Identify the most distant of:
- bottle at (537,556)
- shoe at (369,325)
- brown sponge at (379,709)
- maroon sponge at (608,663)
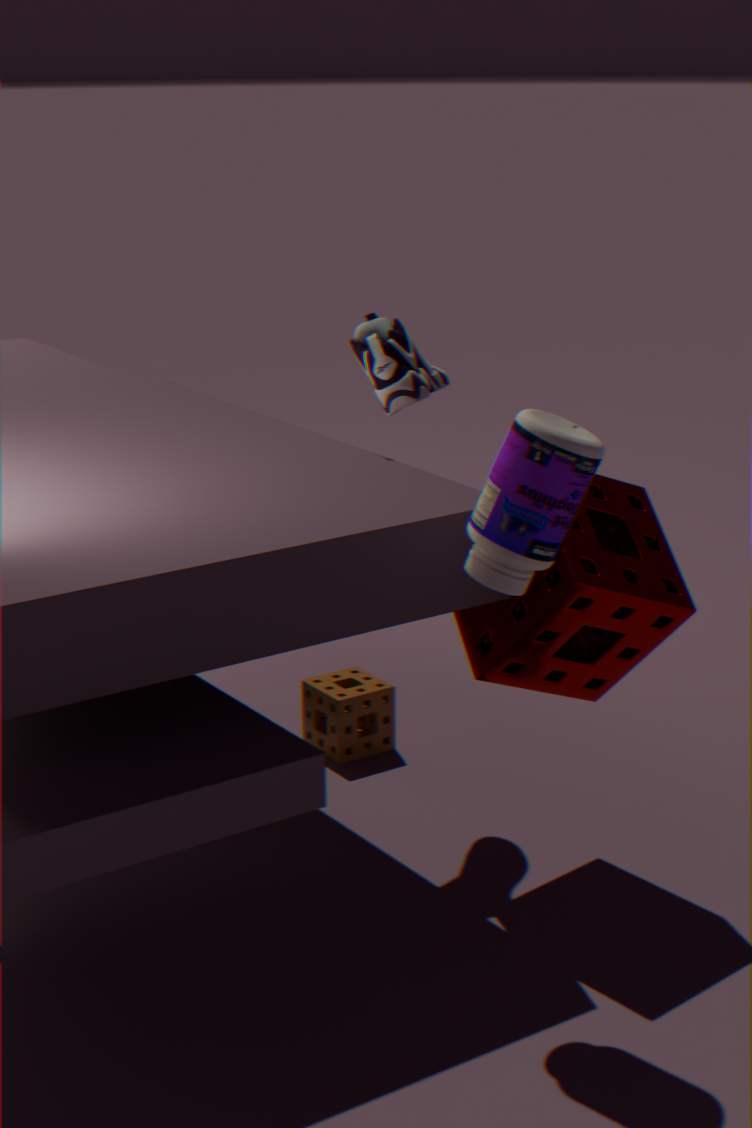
brown sponge at (379,709)
